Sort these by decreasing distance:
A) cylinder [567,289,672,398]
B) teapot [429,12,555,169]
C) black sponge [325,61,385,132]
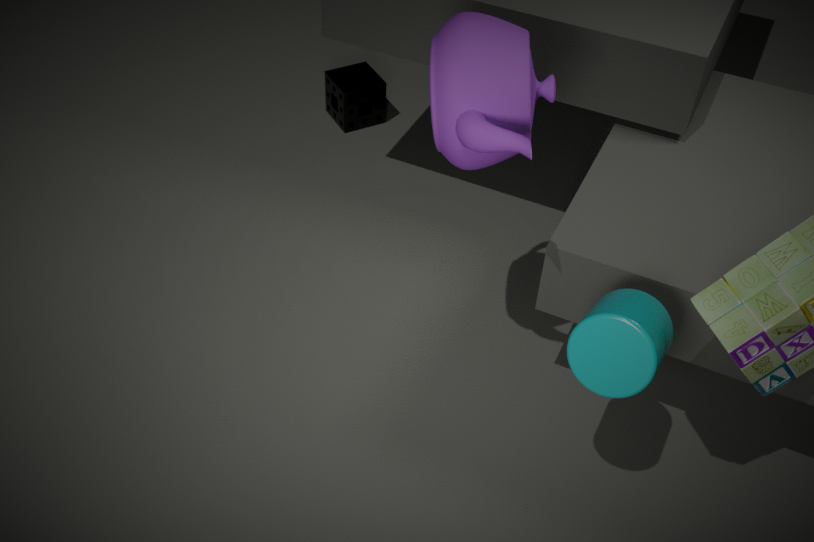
1. black sponge [325,61,385,132]
2. teapot [429,12,555,169]
3. cylinder [567,289,672,398]
